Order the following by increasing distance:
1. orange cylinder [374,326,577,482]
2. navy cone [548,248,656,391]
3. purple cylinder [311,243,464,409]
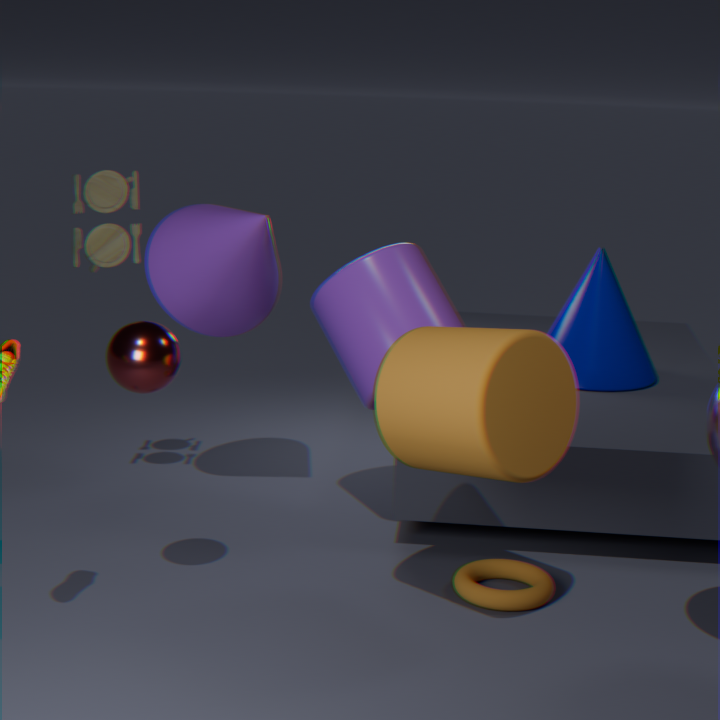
orange cylinder [374,326,577,482] < purple cylinder [311,243,464,409] < navy cone [548,248,656,391]
